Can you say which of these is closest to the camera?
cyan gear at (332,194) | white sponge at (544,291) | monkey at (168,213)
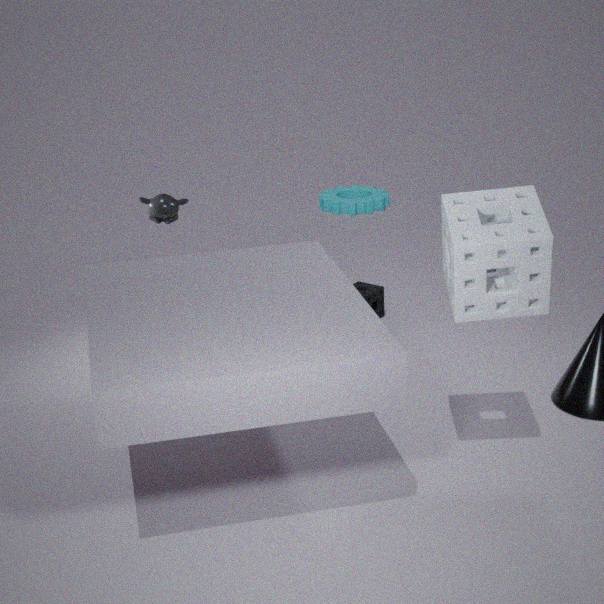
white sponge at (544,291)
